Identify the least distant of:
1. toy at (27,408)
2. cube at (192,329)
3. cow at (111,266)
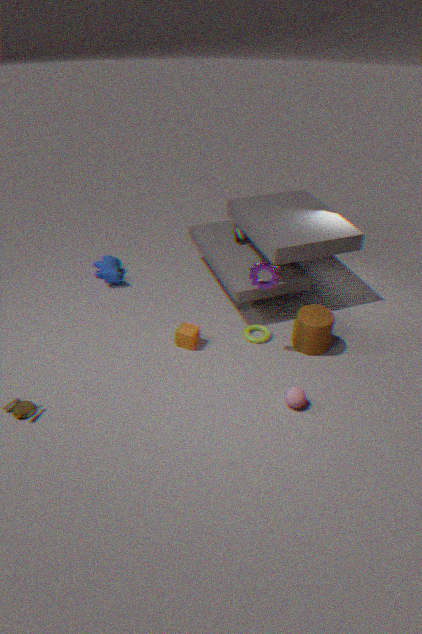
toy at (27,408)
